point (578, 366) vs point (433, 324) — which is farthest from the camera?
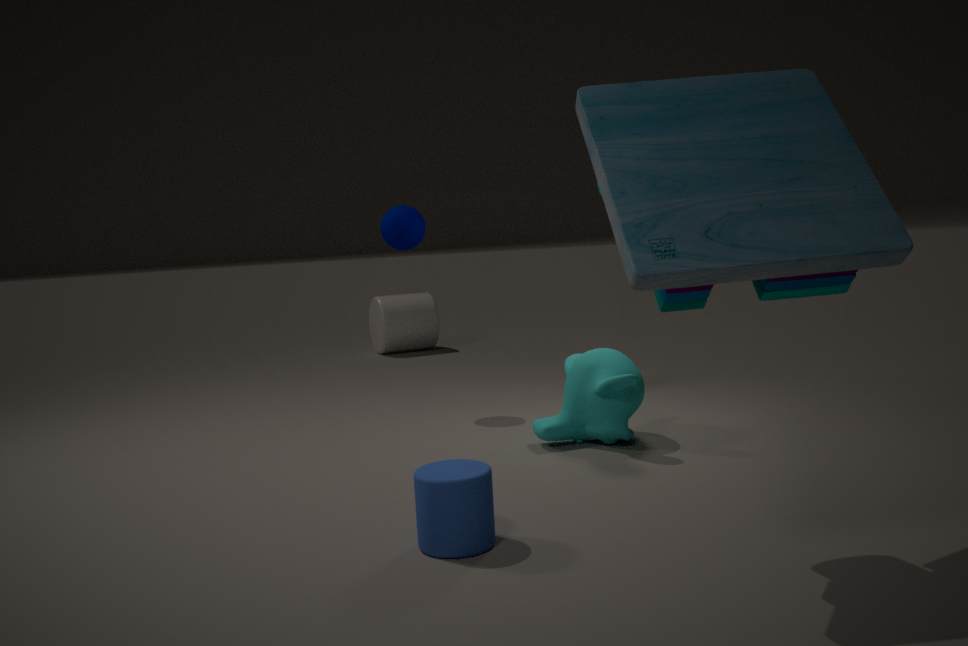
point (433, 324)
